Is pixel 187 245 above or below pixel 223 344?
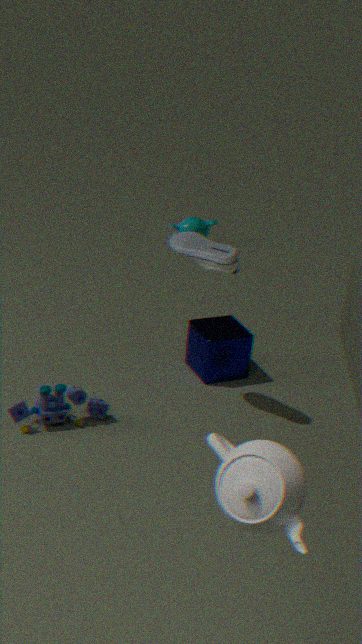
above
